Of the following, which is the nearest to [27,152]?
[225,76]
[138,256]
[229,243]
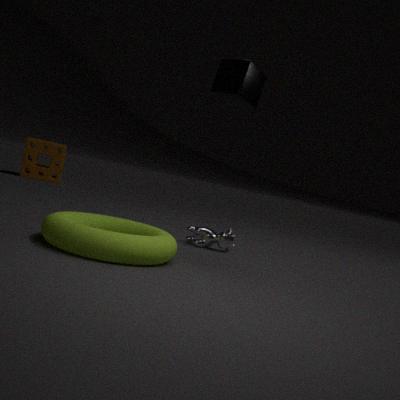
[229,243]
